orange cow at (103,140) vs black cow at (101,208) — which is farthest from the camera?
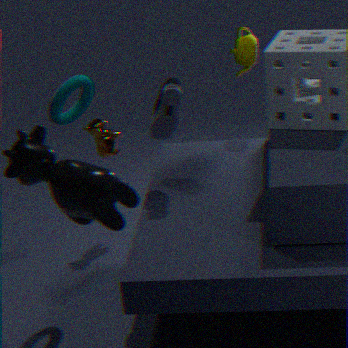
orange cow at (103,140)
